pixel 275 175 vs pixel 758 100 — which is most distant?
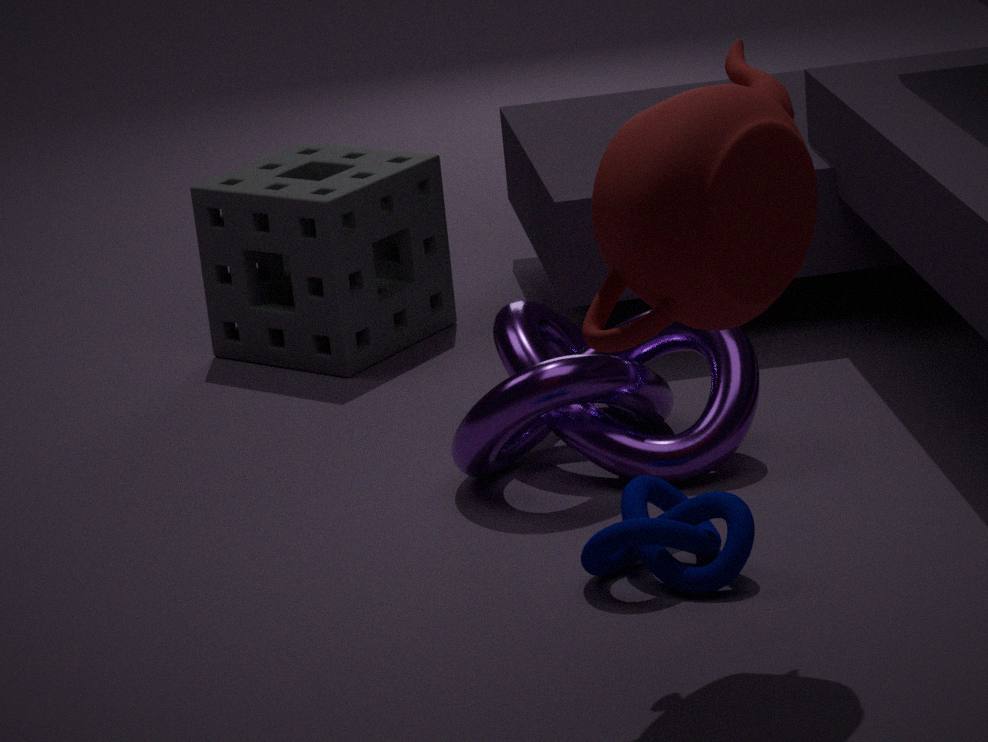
pixel 275 175
